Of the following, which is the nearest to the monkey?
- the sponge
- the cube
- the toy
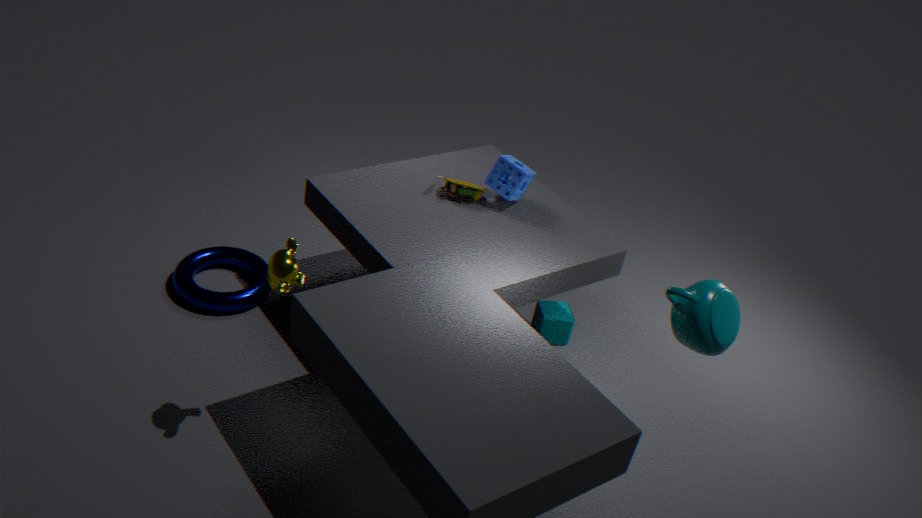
the toy
